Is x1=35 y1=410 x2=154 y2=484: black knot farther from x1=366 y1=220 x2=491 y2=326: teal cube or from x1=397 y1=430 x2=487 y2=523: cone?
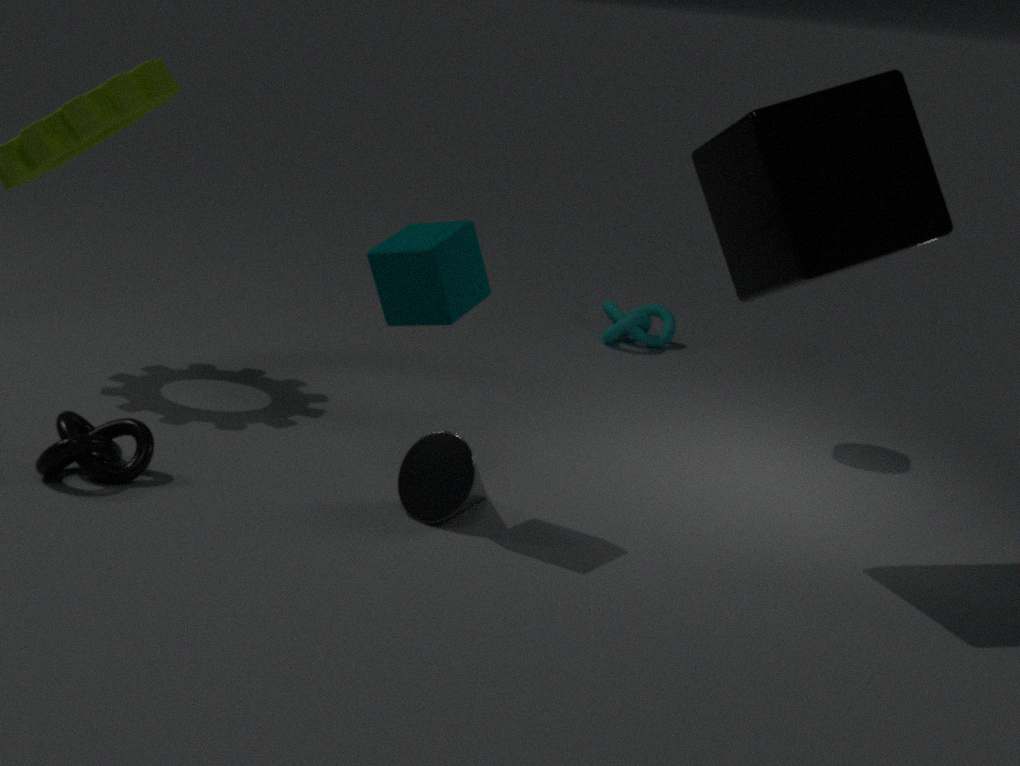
x1=366 y1=220 x2=491 y2=326: teal cube
